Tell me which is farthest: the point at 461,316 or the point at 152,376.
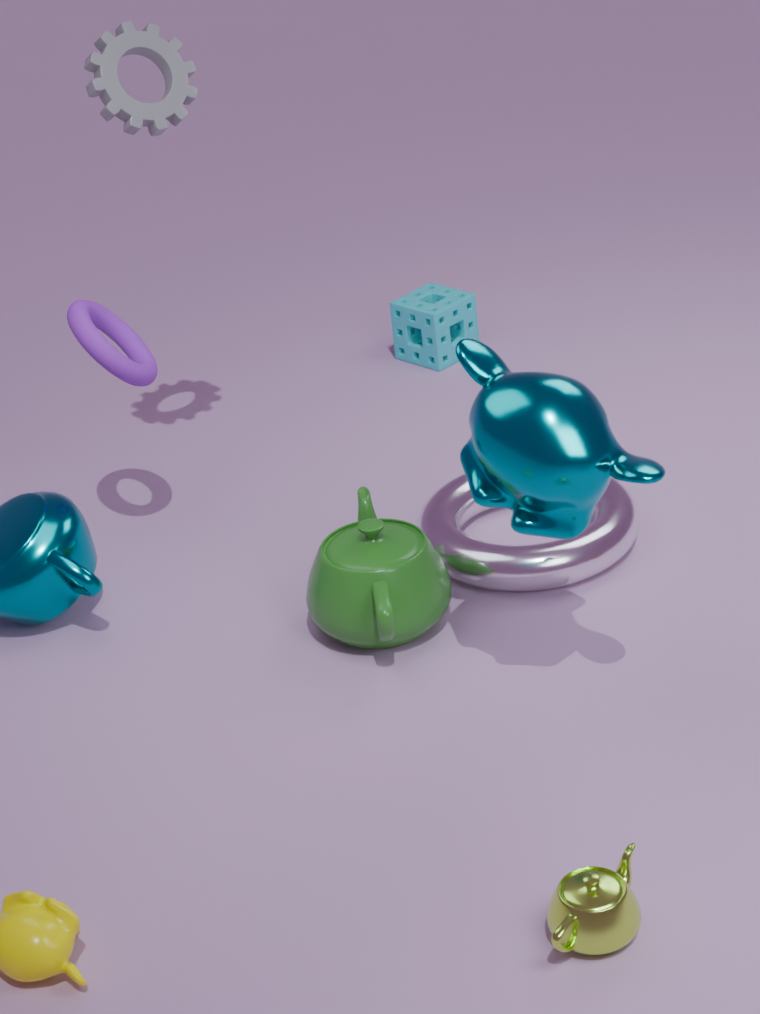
the point at 461,316
